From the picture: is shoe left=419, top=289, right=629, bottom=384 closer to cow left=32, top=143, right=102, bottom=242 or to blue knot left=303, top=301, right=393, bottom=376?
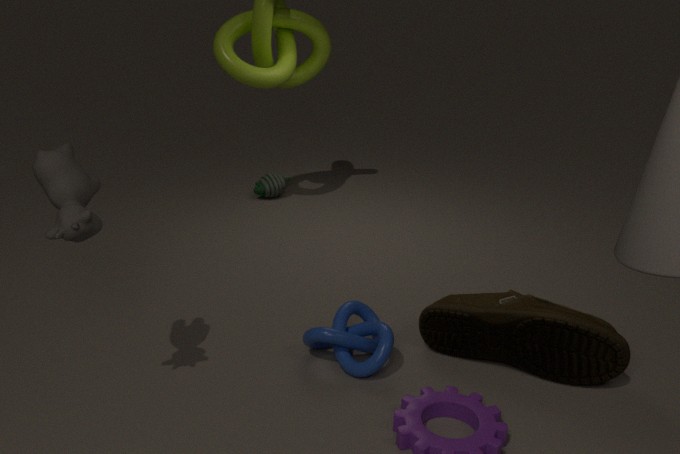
blue knot left=303, top=301, right=393, bottom=376
